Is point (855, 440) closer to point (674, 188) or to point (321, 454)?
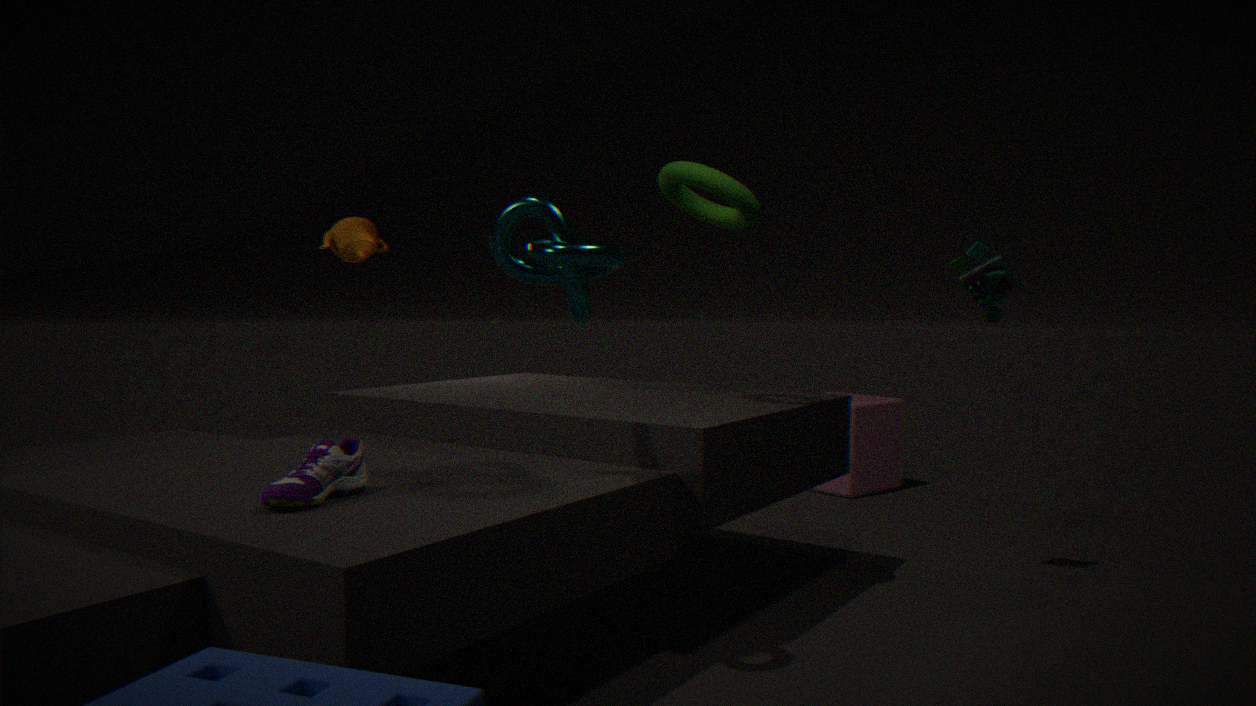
point (674, 188)
